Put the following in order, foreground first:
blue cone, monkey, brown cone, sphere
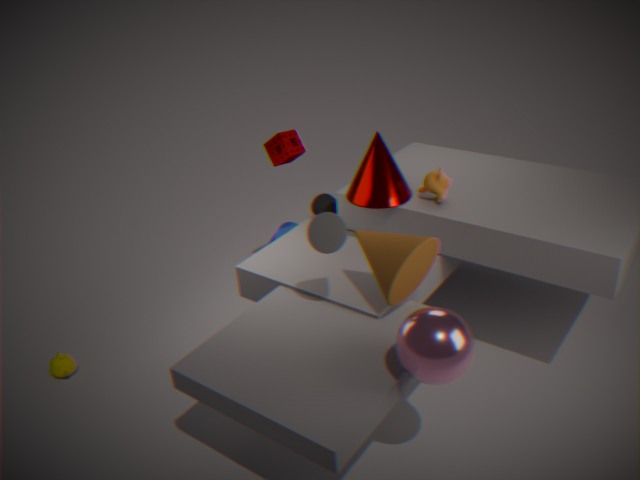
sphere < brown cone < monkey < blue cone
